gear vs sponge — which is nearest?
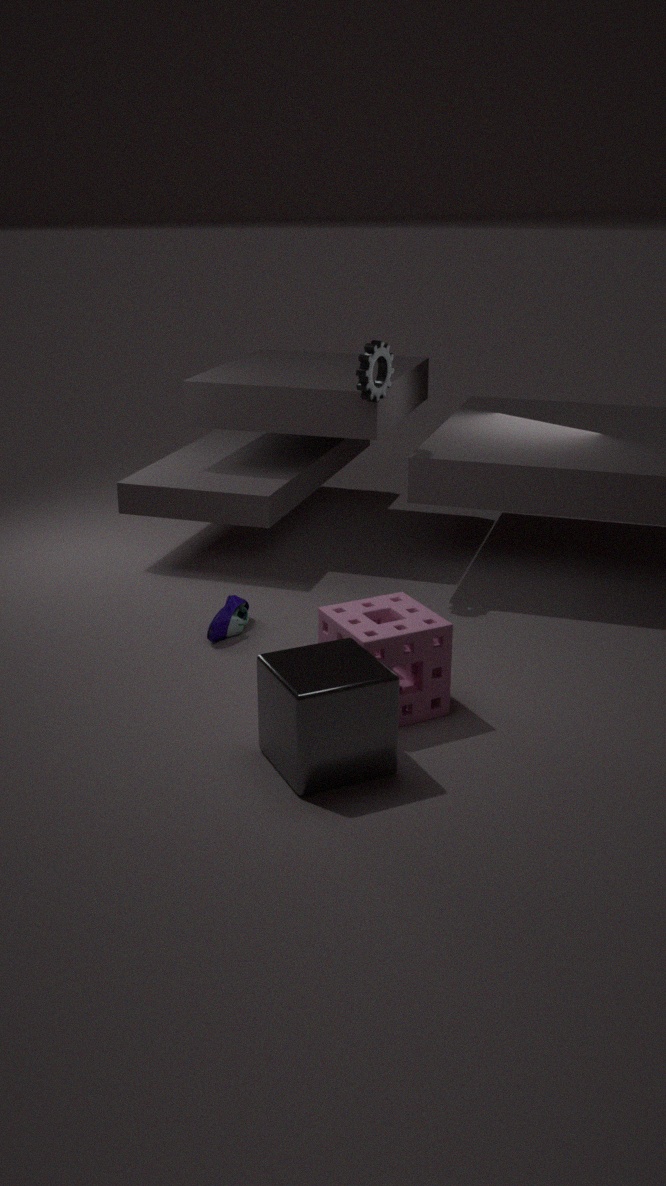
sponge
